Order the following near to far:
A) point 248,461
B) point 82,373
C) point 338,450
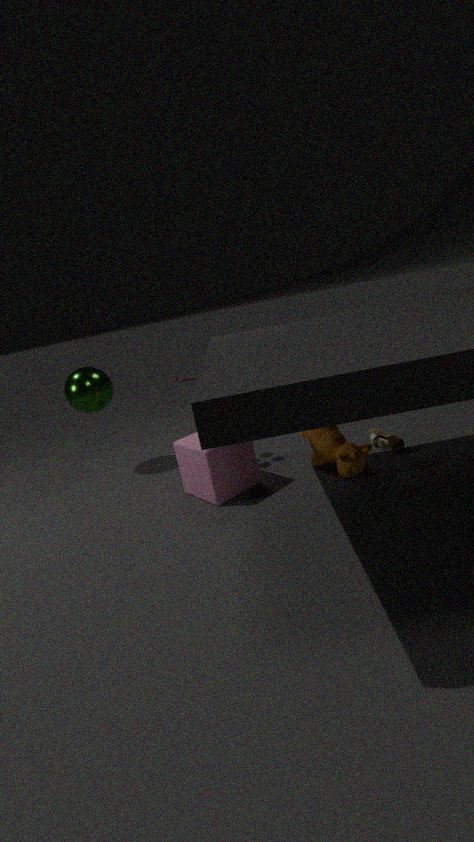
1. point 338,450
2. point 248,461
3. point 82,373
